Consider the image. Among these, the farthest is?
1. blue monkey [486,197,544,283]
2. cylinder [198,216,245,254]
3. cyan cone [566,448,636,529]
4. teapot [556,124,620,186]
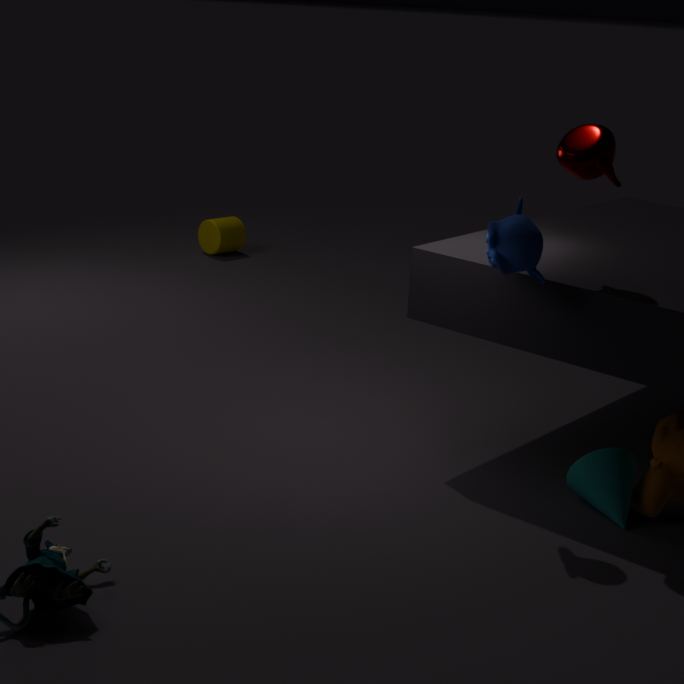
cylinder [198,216,245,254]
